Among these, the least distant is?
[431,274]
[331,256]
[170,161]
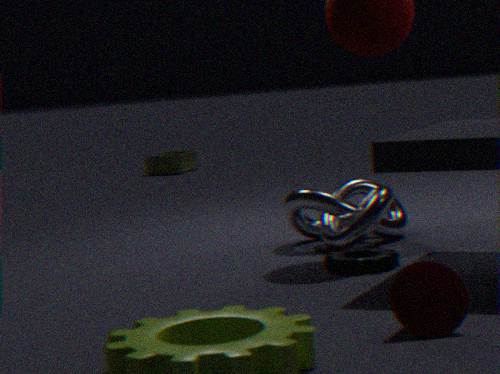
[431,274]
